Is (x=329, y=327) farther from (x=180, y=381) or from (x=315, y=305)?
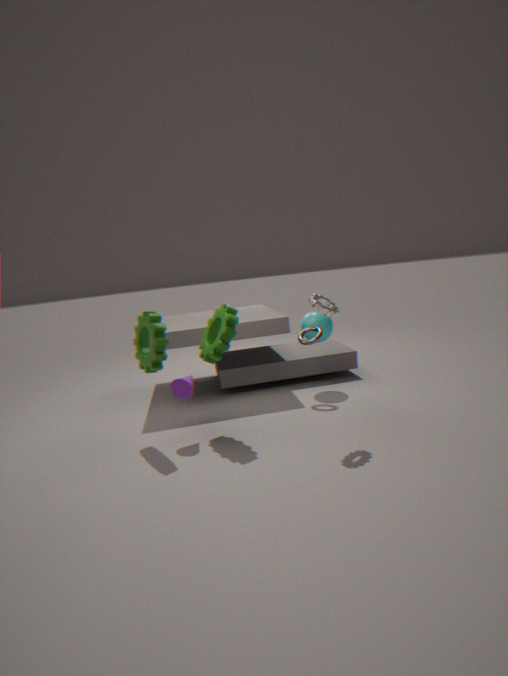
(x=180, y=381)
